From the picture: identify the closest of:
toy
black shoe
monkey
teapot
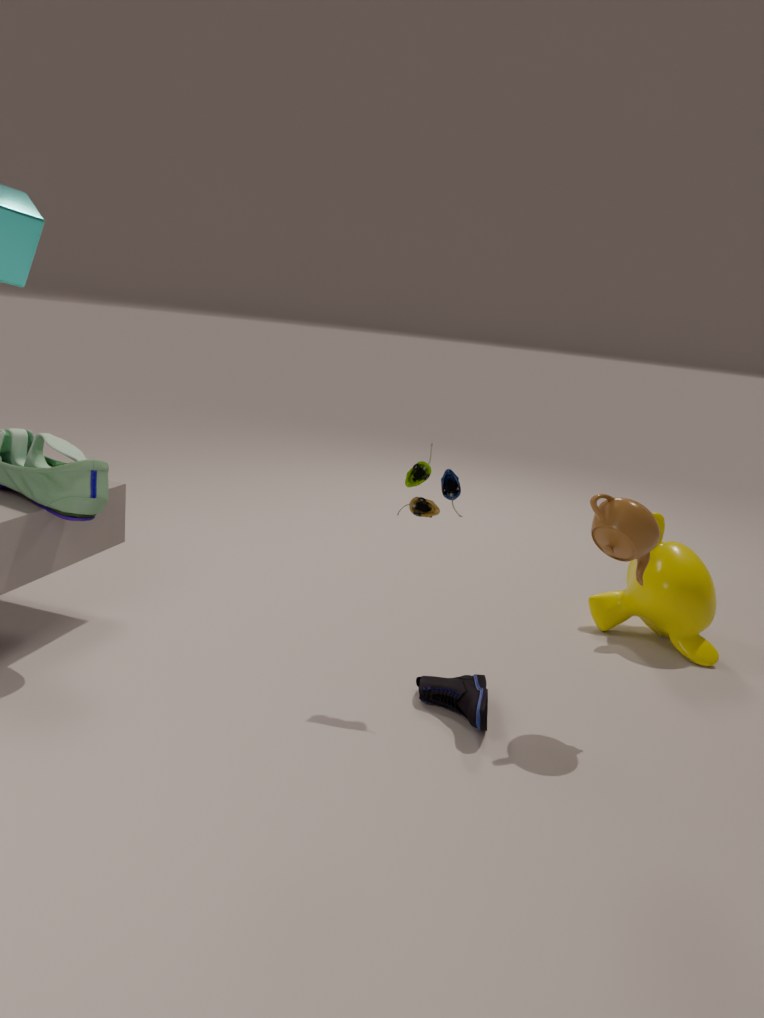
black shoe
